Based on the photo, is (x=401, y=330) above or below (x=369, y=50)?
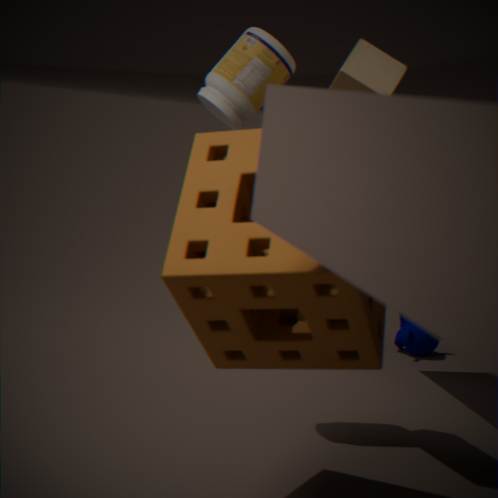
below
